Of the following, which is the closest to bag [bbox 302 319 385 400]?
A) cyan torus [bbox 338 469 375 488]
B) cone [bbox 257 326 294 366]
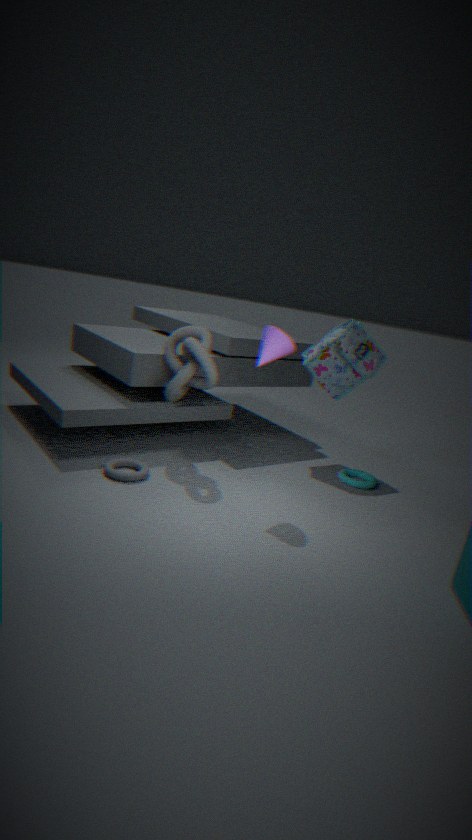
cyan torus [bbox 338 469 375 488]
